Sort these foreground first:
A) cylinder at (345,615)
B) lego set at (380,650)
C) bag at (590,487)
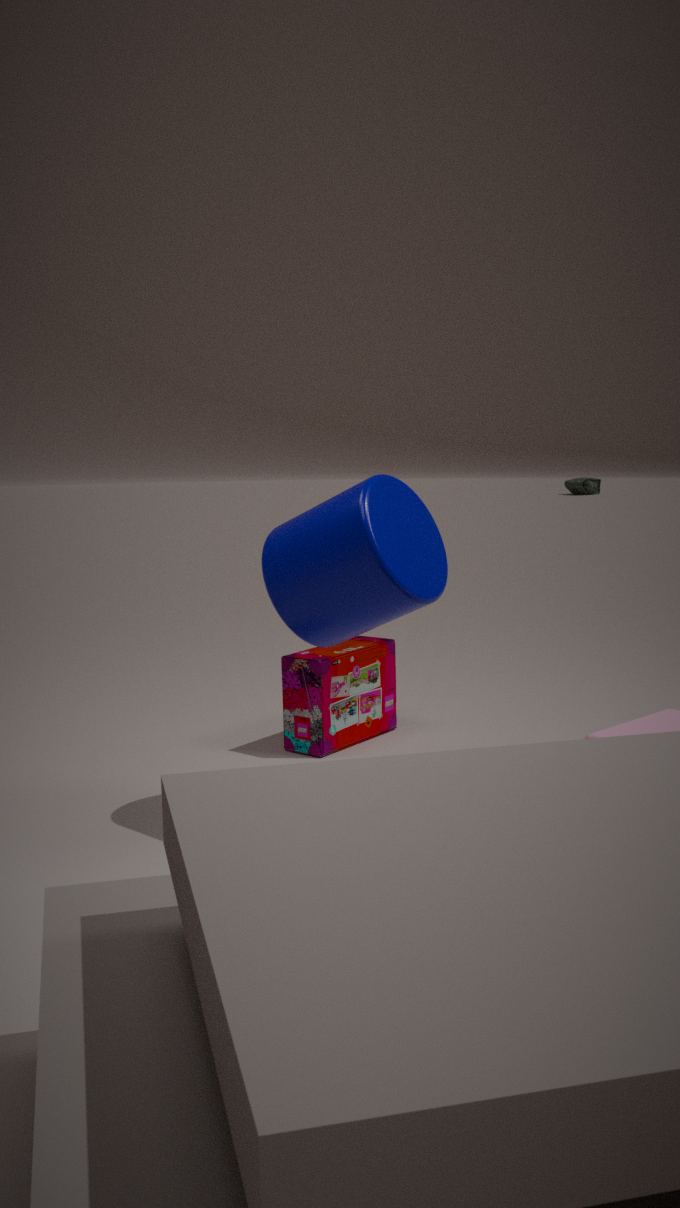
cylinder at (345,615)
lego set at (380,650)
bag at (590,487)
